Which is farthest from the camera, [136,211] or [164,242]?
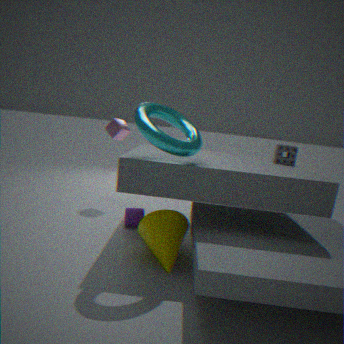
[136,211]
